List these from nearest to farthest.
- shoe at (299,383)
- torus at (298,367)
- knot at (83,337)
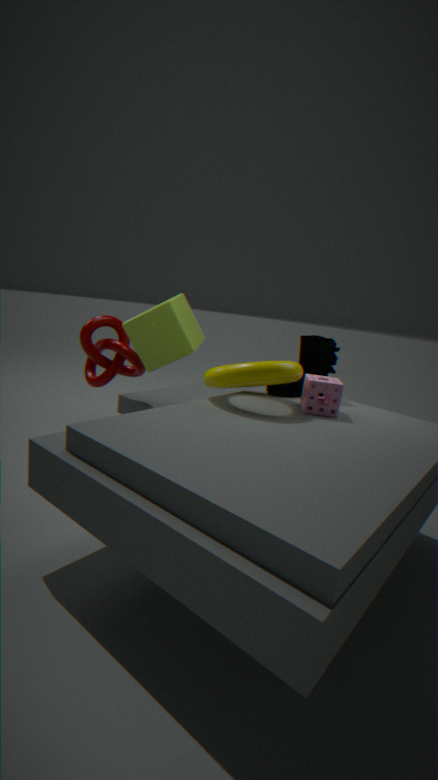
torus at (298,367) < shoe at (299,383) < knot at (83,337)
